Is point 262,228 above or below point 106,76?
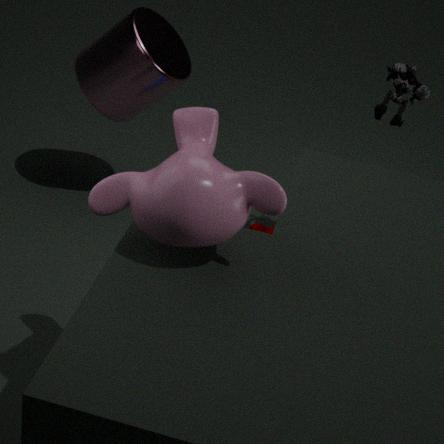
below
